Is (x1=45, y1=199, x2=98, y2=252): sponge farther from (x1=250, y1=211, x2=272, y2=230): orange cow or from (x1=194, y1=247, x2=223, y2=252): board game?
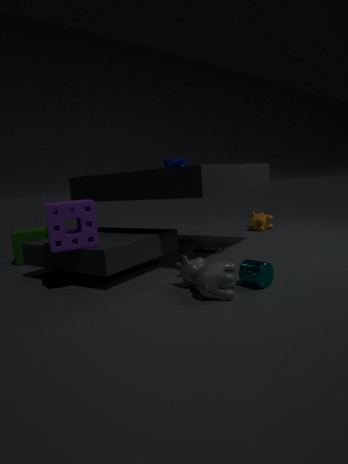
(x1=250, y1=211, x2=272, y2=230): orange cow
